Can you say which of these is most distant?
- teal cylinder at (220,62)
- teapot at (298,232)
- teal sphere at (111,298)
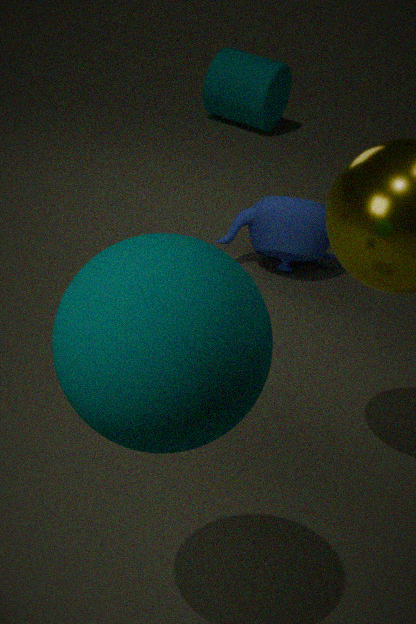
teal cylinder at (220,62)
